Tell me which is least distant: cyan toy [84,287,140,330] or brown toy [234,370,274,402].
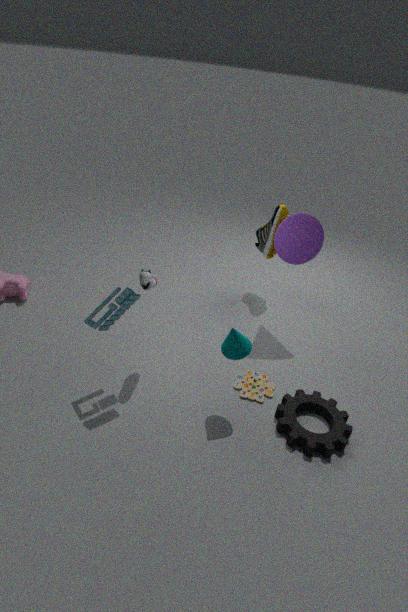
cyan toy [84,287,140,330]
